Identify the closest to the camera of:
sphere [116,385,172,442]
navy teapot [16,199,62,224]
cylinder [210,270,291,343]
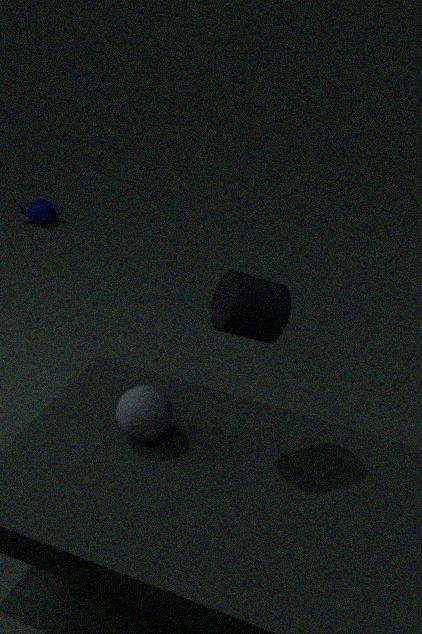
cylinder [210,270,291,343]
